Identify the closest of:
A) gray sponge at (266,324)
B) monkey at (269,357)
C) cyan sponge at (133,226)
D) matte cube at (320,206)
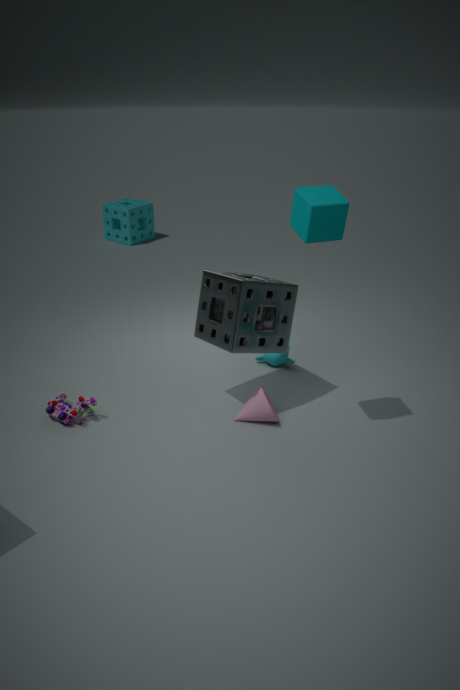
matte cube at (320,206)
